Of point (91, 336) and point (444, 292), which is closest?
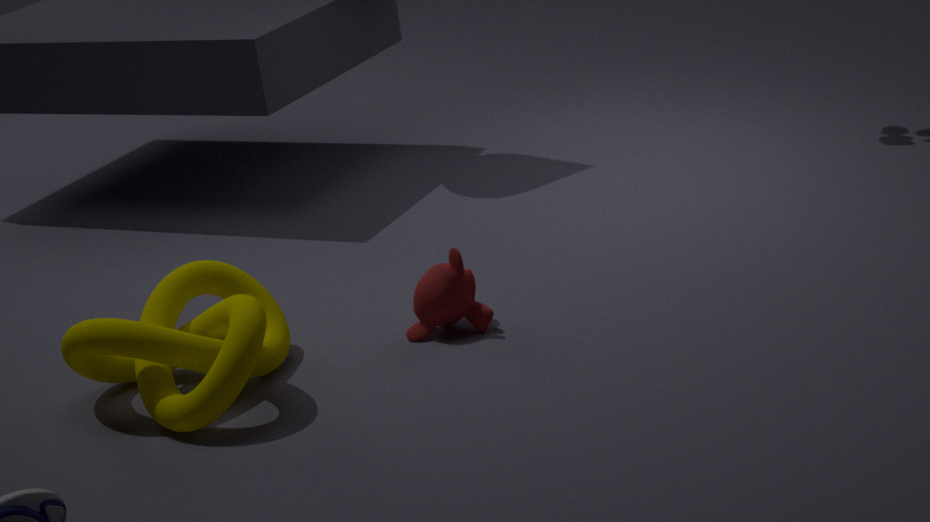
point (91, 336)
